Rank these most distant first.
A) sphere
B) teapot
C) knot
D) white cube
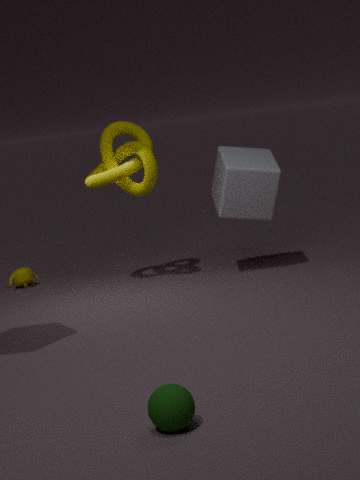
teapot
knot
white cube
sphere
